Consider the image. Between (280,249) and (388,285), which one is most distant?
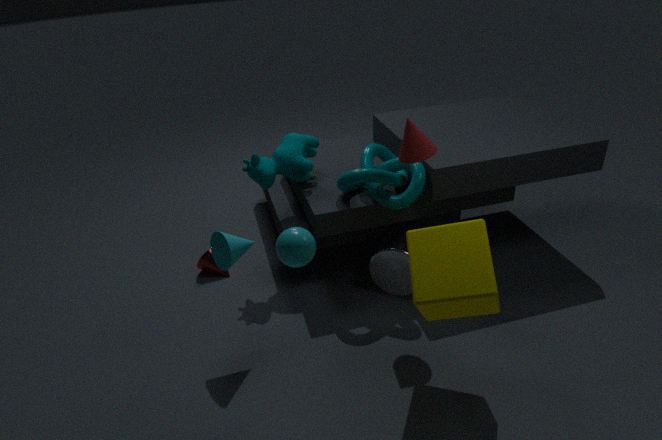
(388,285)
